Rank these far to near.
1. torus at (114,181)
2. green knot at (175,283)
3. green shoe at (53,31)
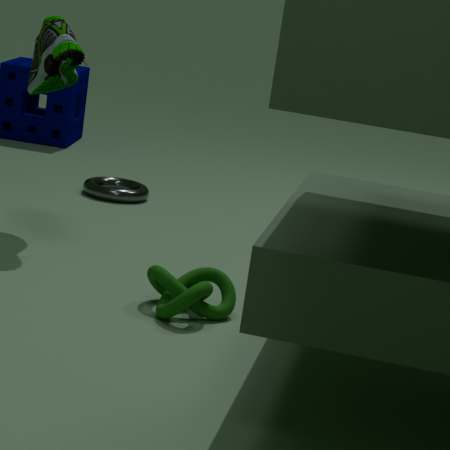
A: torus at (114,181) < green shoe at (53,31) < green knot at (175,283)
